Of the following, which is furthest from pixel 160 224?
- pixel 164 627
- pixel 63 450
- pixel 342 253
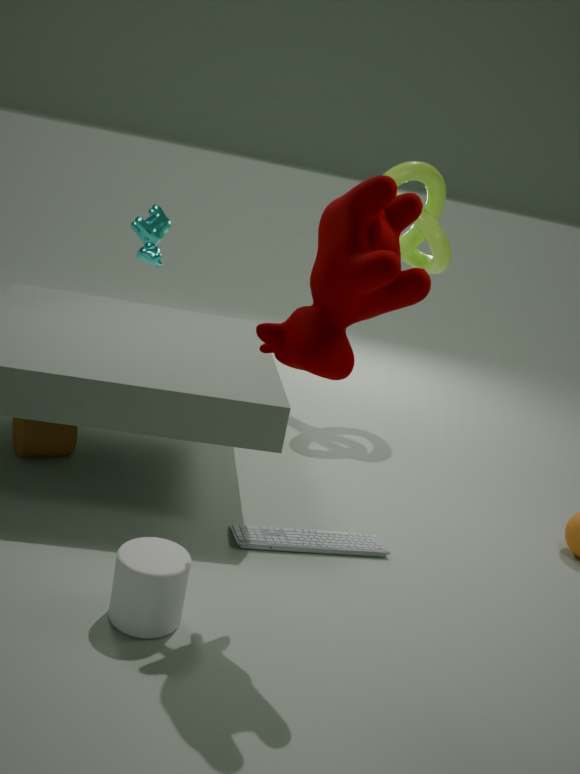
pixel 164 627
